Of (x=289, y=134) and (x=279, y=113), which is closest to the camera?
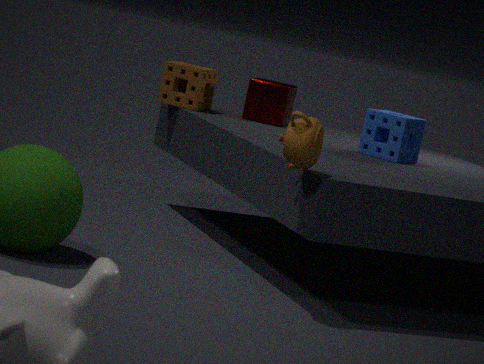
(x=289, y=134)
